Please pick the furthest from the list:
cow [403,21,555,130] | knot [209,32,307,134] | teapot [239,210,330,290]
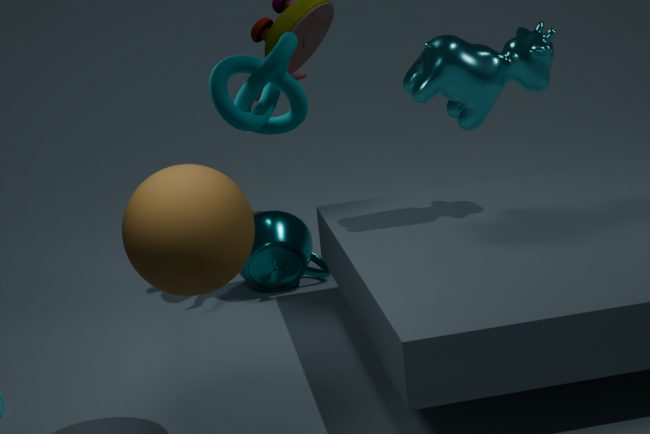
teapot [239,210,330,290]
